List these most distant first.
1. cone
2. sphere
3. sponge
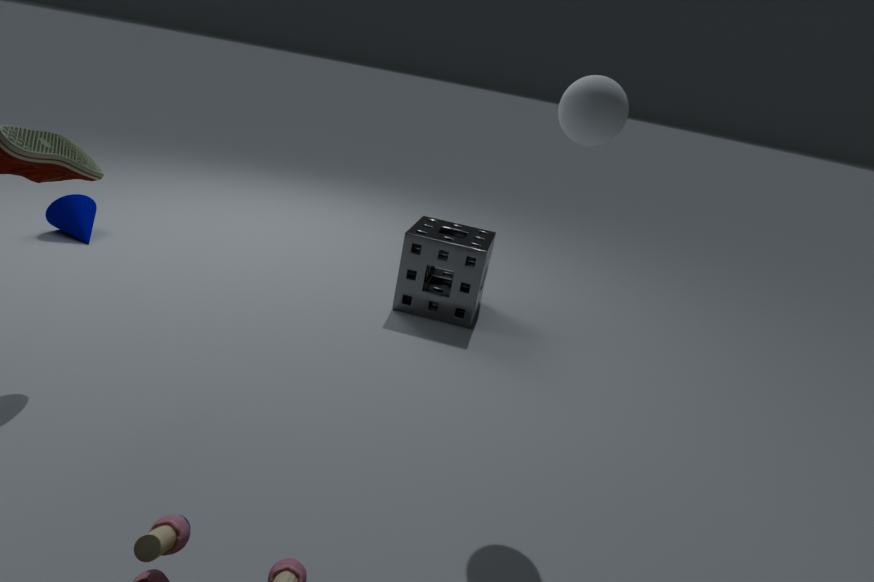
cone → sponge → sphere
